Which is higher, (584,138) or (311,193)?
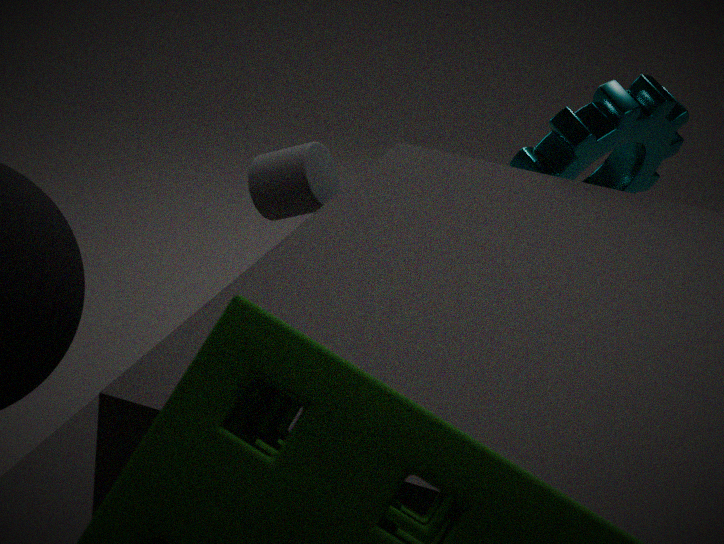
(584,138)
